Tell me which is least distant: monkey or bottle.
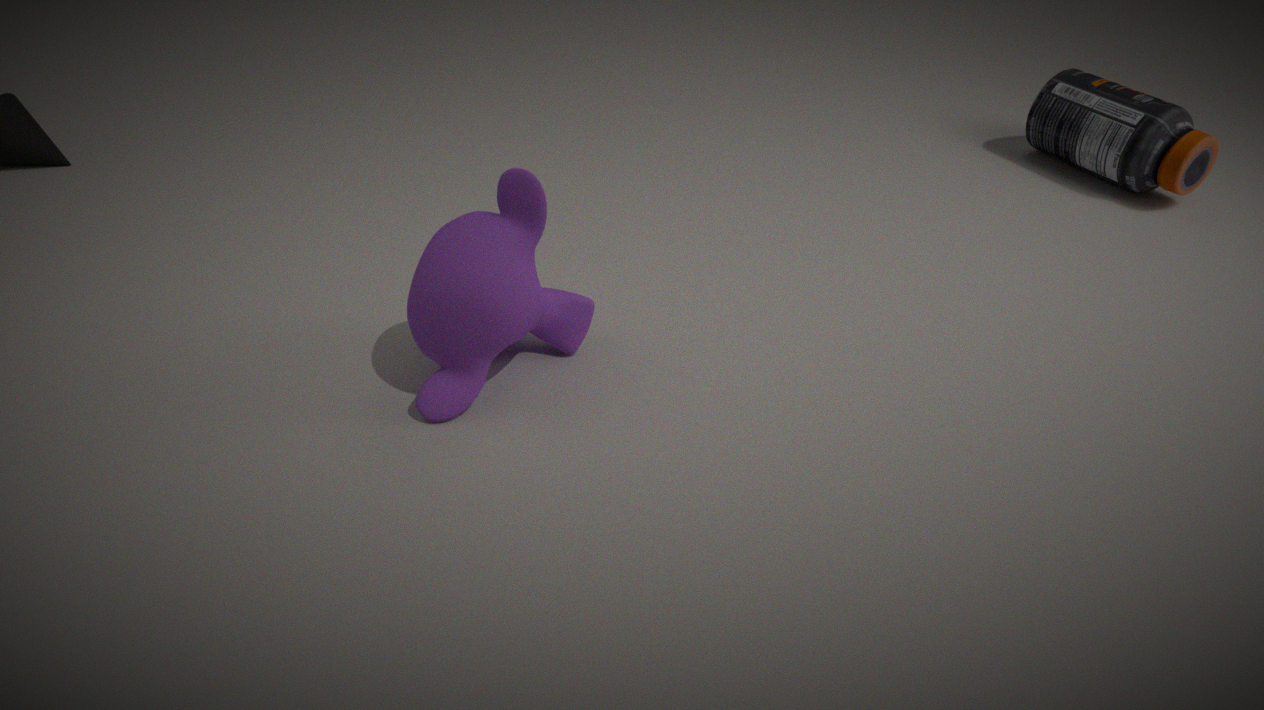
monkey
